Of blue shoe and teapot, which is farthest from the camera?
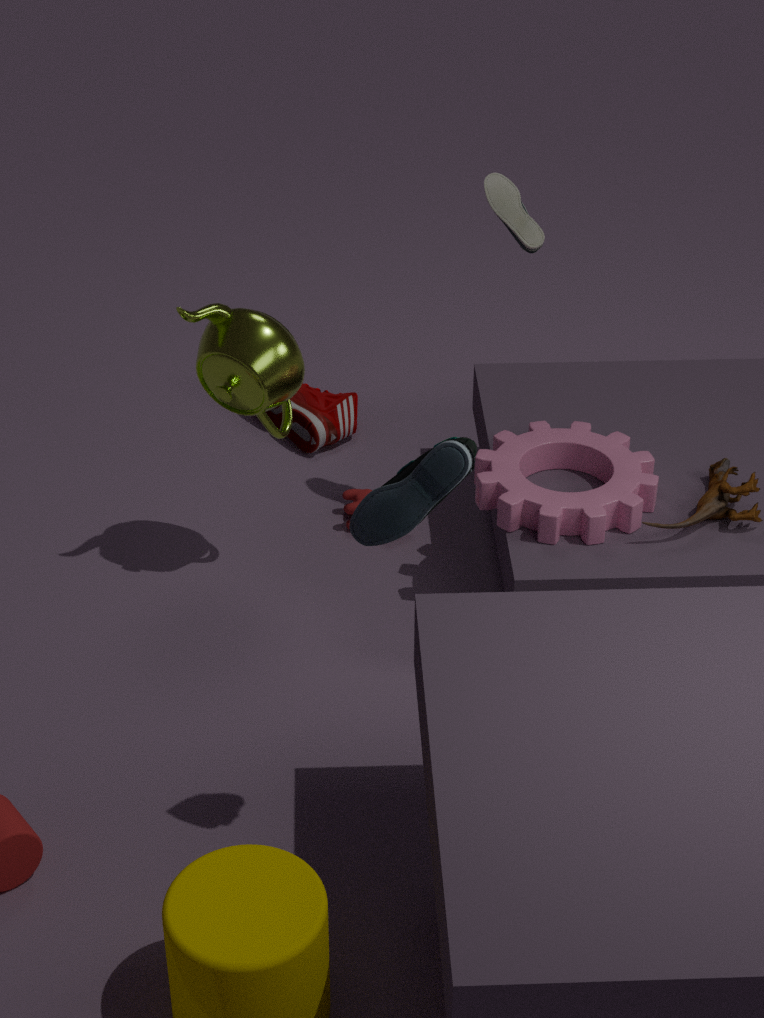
teapot
